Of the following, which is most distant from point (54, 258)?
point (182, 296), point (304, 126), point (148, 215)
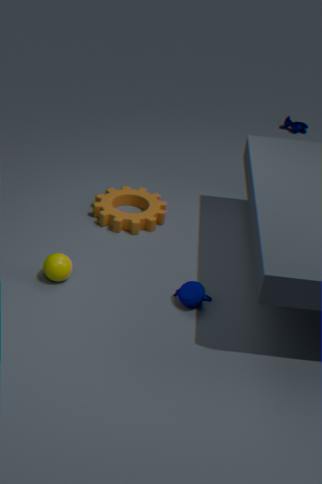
point (304, 126)
